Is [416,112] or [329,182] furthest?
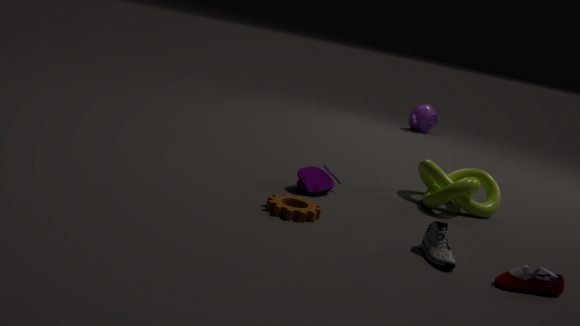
[416,112]
